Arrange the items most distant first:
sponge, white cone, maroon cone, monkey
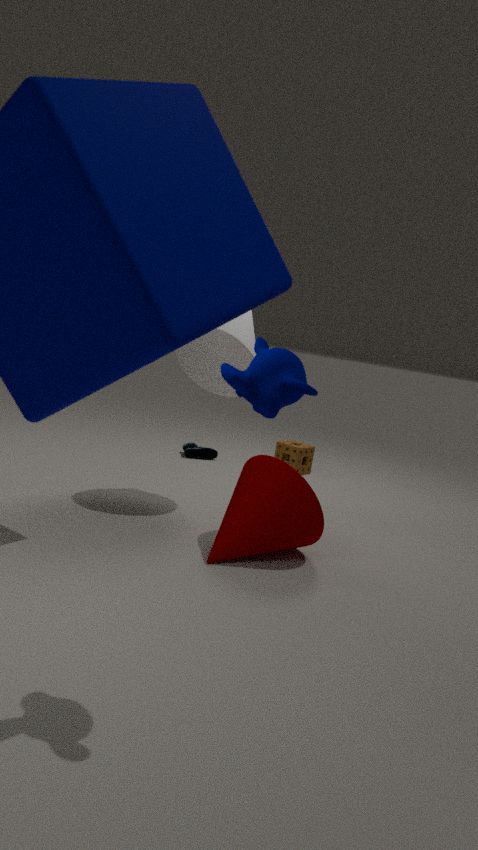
sponge → white cone → maroon cone → monkey
